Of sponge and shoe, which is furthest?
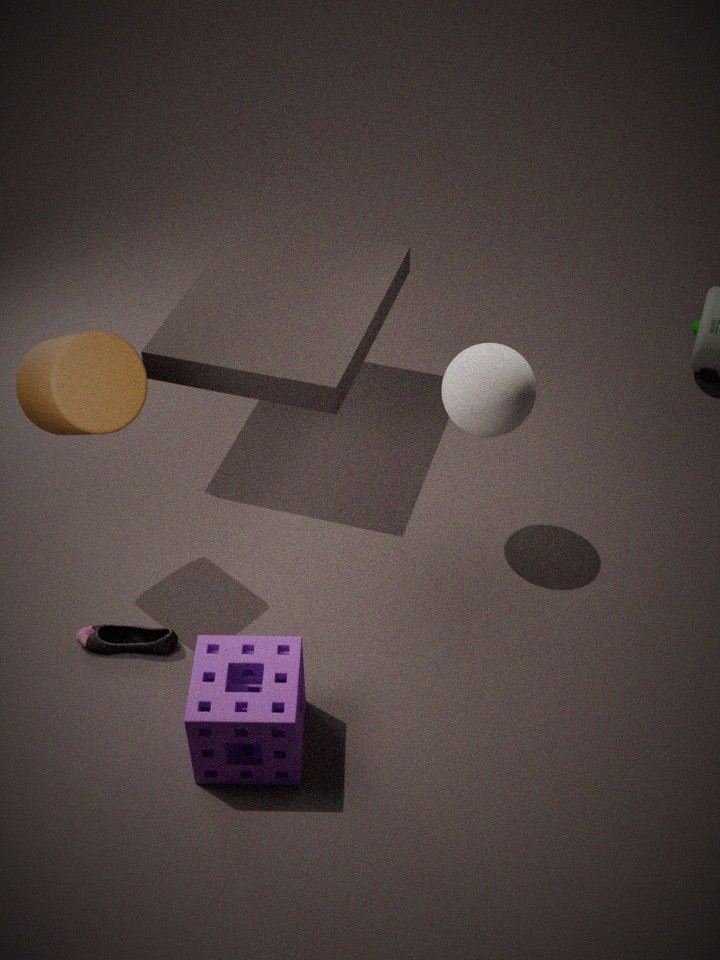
shoe
